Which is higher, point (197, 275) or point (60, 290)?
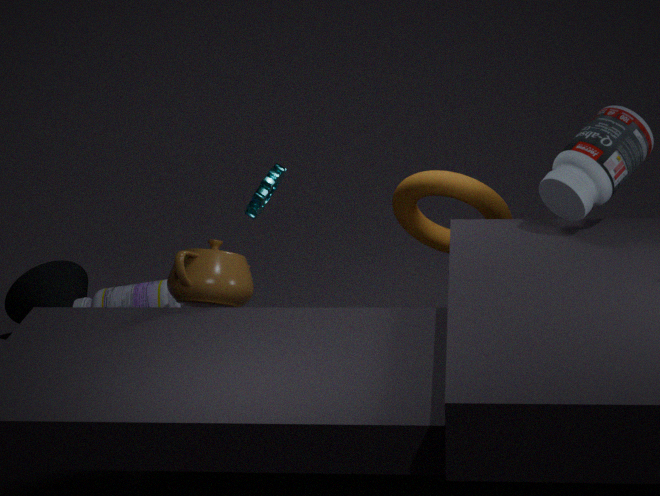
point (197, 275)
